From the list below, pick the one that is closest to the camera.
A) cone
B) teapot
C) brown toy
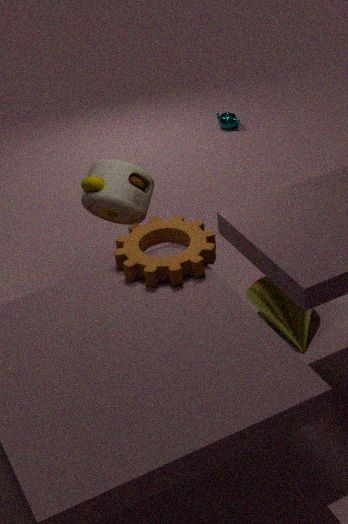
brown toy
